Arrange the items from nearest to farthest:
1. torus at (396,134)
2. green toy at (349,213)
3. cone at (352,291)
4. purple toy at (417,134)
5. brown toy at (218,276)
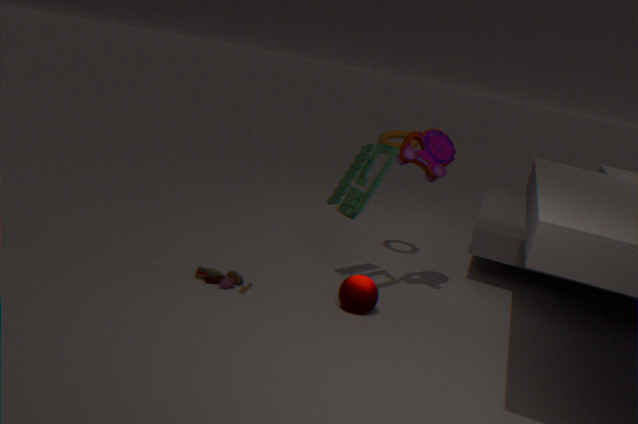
green toy at (349,213) < brown toy at (218,276) < cone at (352,291) < purple toy at (417,134) < torus at (396,134)
